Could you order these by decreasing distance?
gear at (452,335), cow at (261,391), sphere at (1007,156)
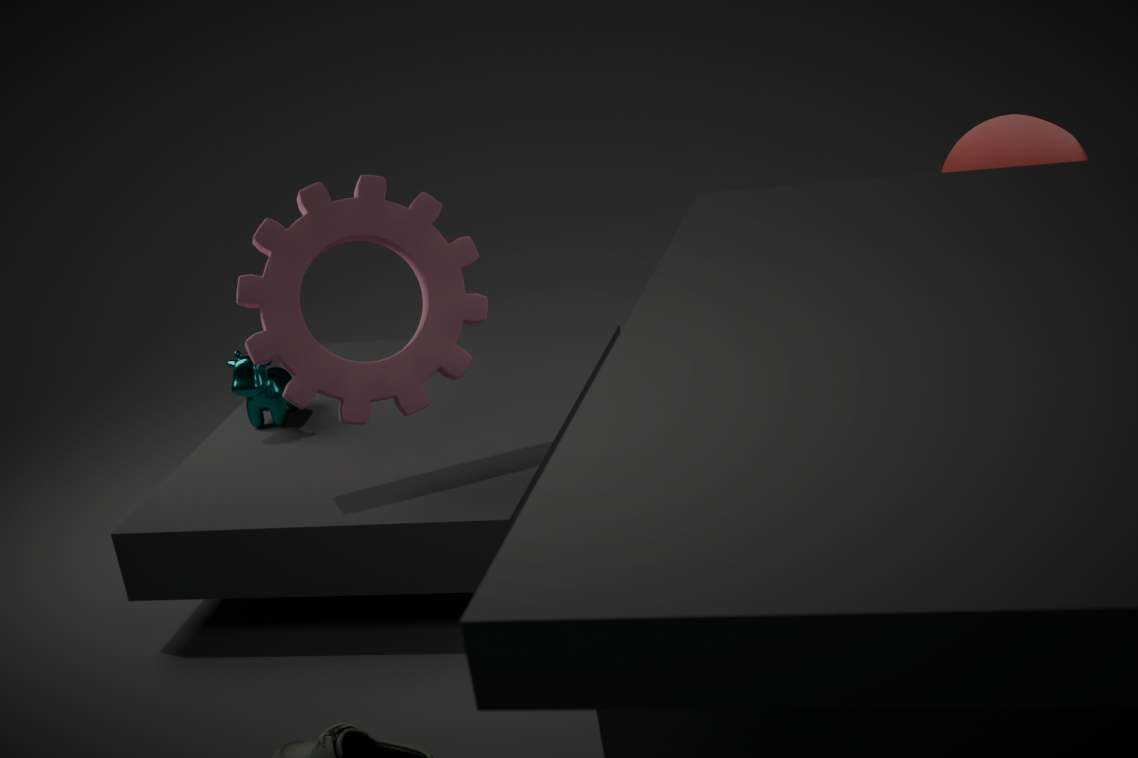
cow at (261,391), sphere at (1007,156), gear at (452,335)
